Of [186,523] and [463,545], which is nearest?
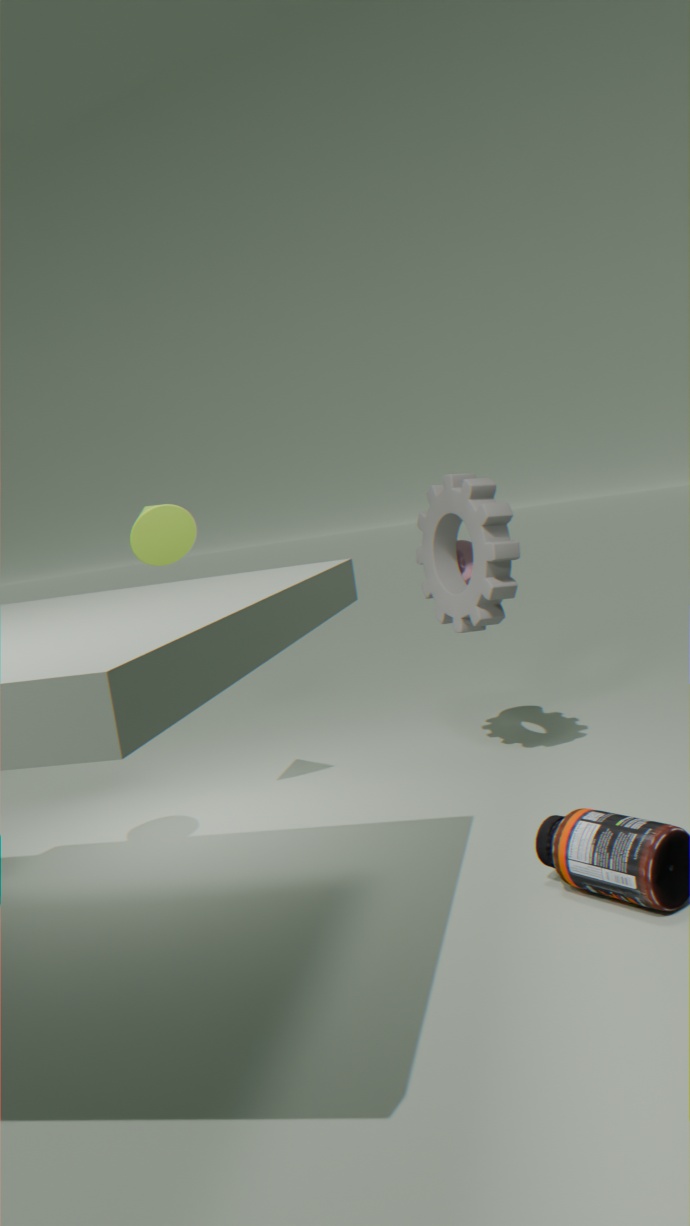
[186,523]
